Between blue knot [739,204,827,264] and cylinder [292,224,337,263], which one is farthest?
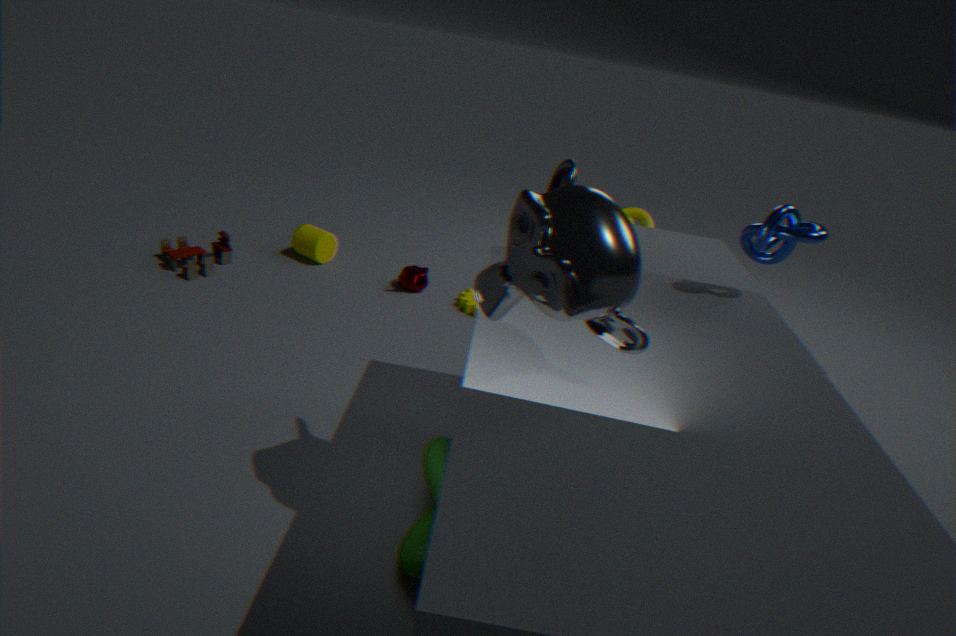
cylinder [292,224,337,263]
